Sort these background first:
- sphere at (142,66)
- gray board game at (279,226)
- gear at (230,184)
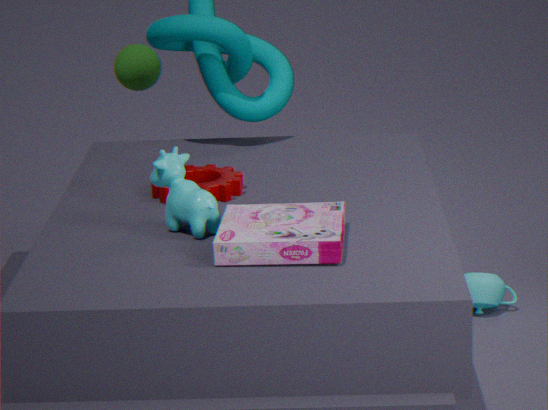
sphere at (142,66), gear at (230,184), gray board game at (279,226)
